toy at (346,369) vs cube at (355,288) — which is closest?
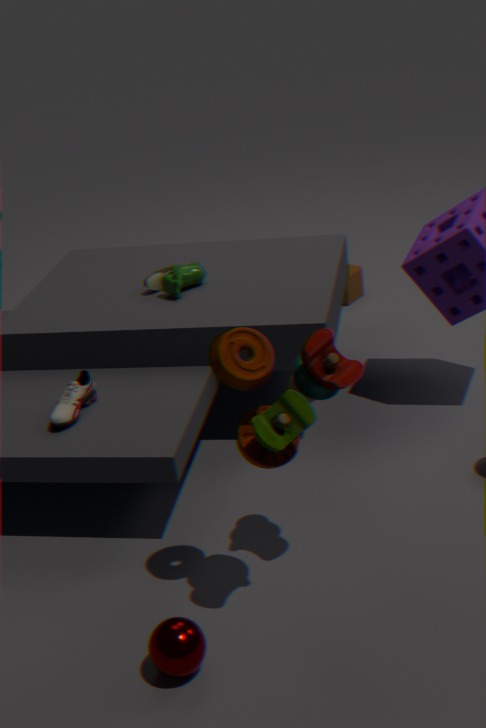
toy at (346,369)
